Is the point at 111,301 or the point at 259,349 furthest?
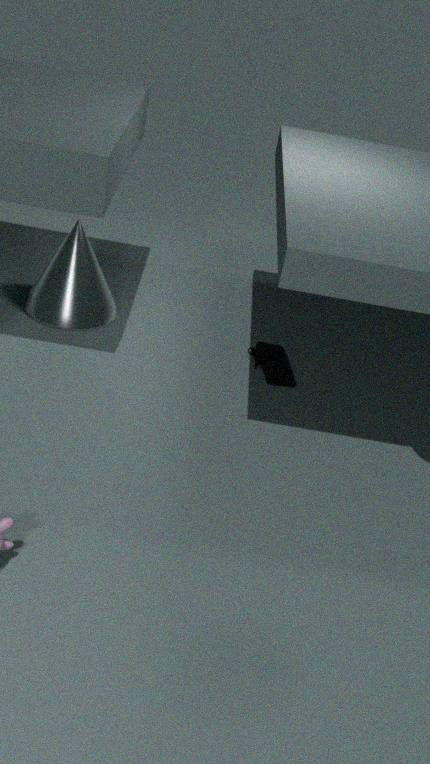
the point at 111,301
